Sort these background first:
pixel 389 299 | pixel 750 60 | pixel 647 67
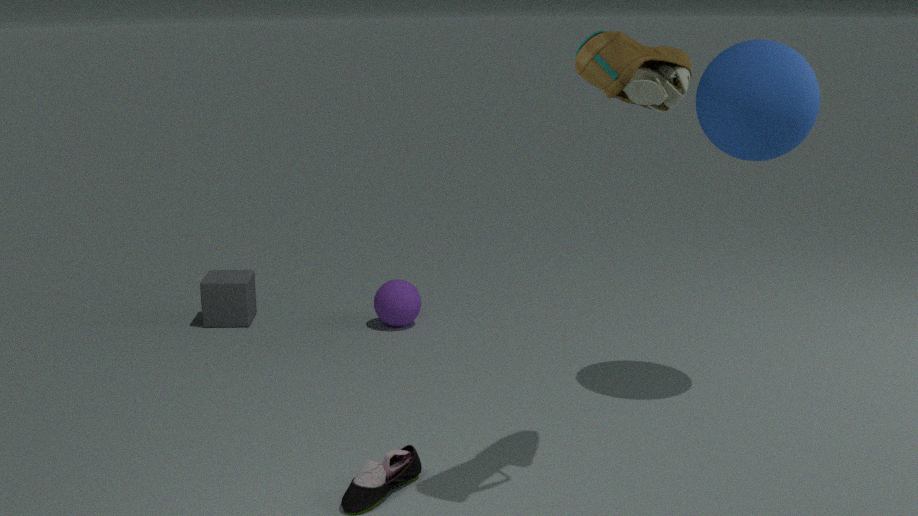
1. pixel 389 299
2. pixel 750 60
3. pixel 647 67
